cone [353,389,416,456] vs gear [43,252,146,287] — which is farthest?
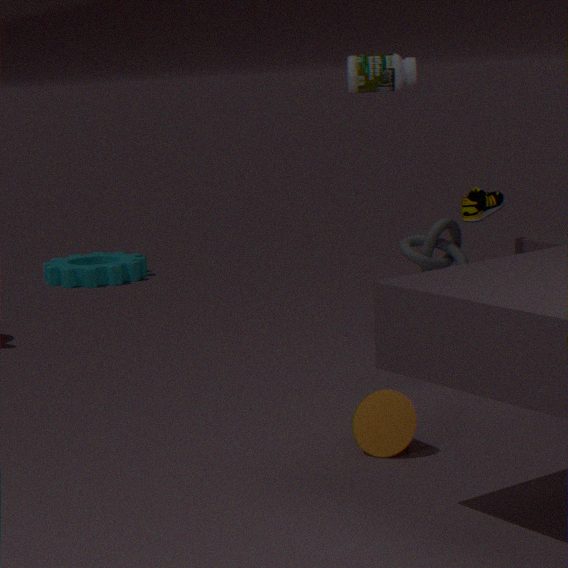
gear [43,252,146,287]
